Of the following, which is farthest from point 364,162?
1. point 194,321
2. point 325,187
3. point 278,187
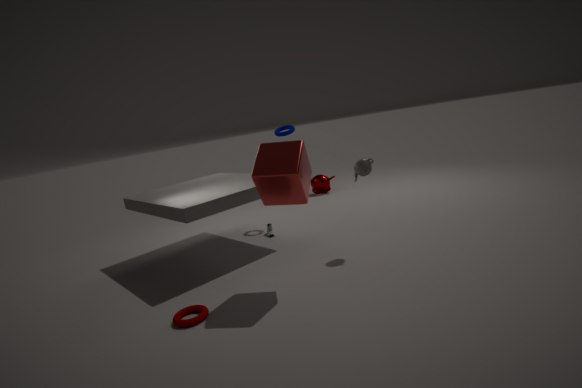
point 325,187
